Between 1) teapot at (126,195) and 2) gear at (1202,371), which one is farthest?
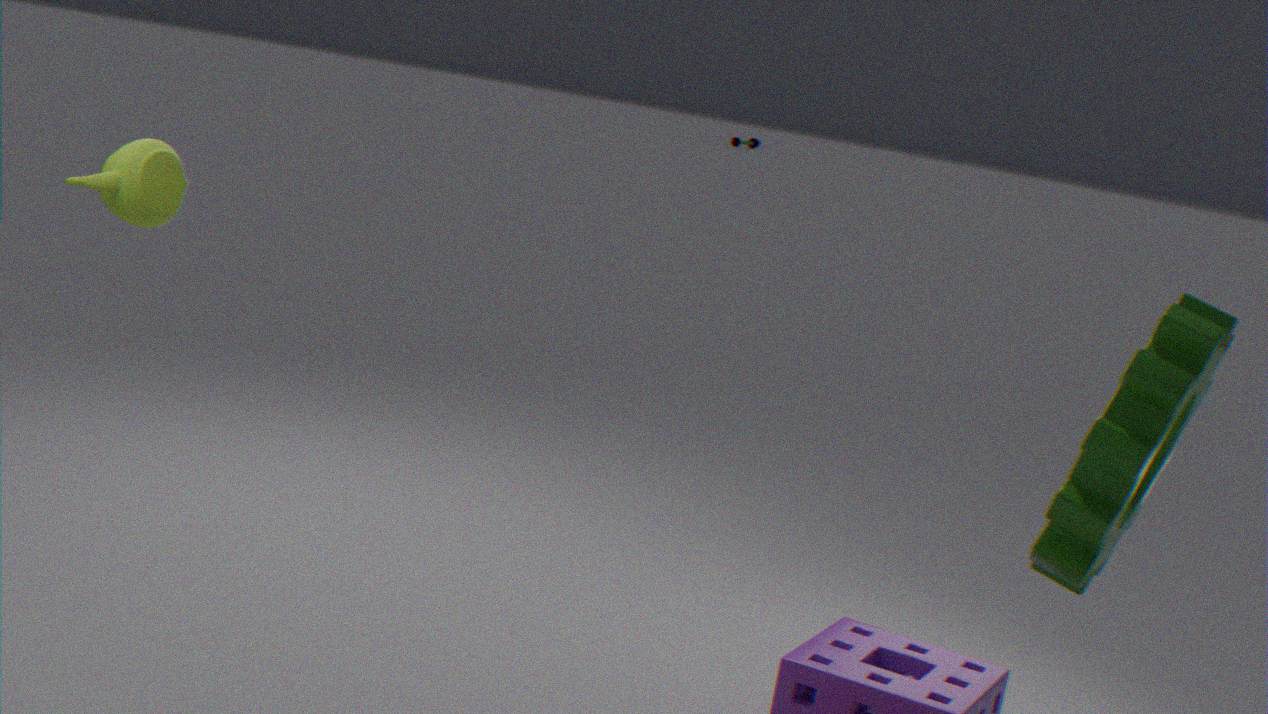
1. teapot at (126,195)
